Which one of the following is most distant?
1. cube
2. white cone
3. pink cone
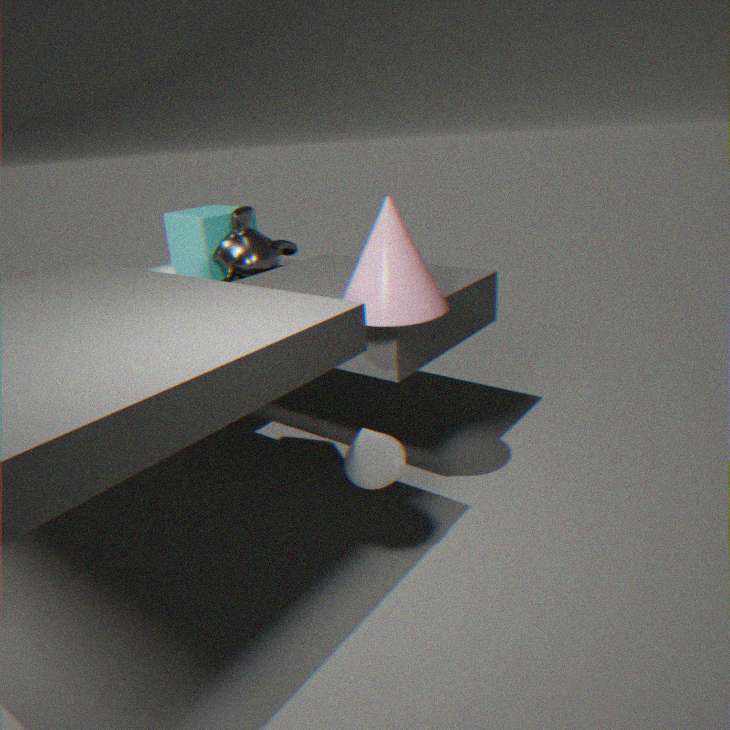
cube
